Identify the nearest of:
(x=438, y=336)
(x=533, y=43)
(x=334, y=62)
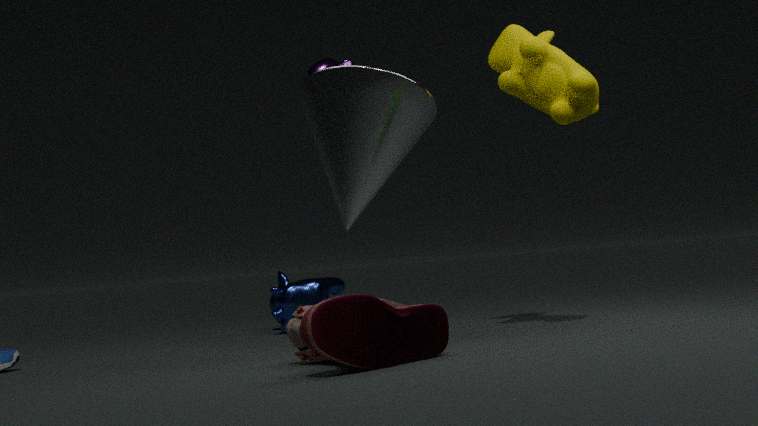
(x=438, y=336)
